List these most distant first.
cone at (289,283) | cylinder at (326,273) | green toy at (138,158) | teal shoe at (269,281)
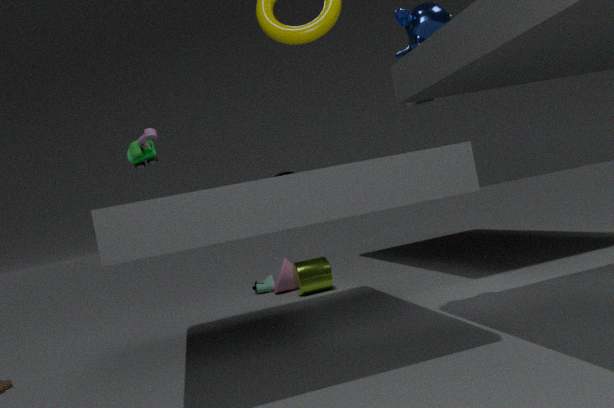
teal shoe at (269,281) → cone at (289,283) → cylinder at (326,273) → green toy at (138,158)
